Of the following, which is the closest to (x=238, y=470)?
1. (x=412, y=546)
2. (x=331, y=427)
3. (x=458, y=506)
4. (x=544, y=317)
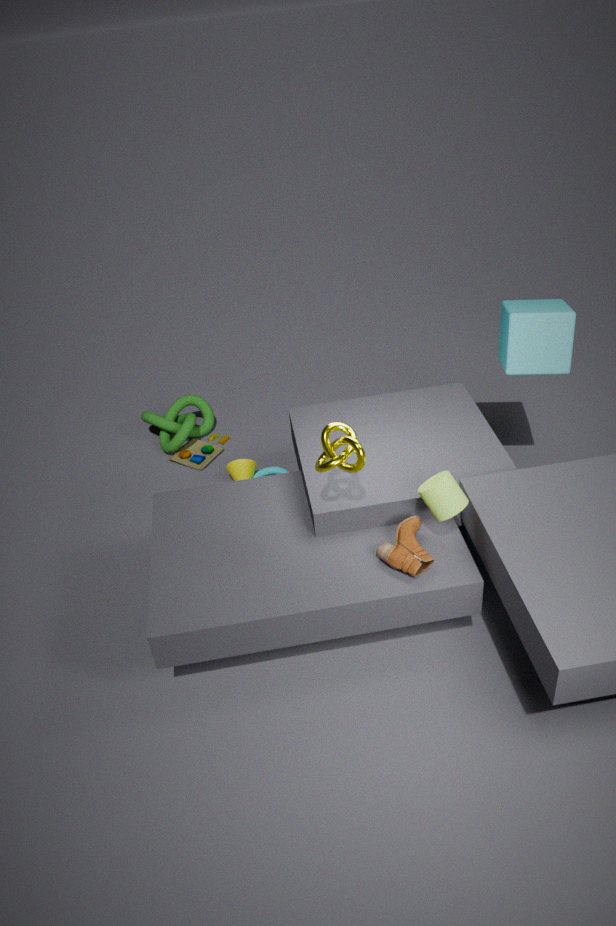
(x=331, y=427)
